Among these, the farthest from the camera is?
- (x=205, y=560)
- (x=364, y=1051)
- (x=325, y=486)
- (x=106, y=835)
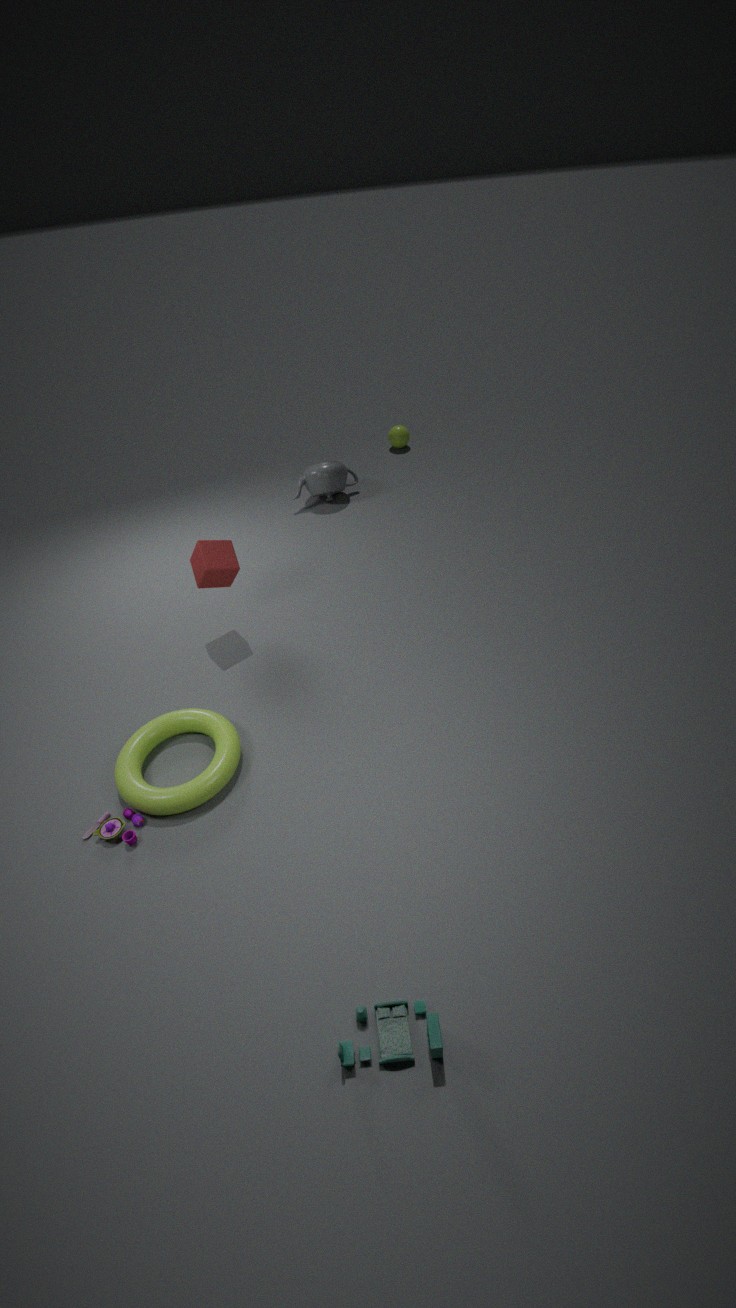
(x=325, y=486)
